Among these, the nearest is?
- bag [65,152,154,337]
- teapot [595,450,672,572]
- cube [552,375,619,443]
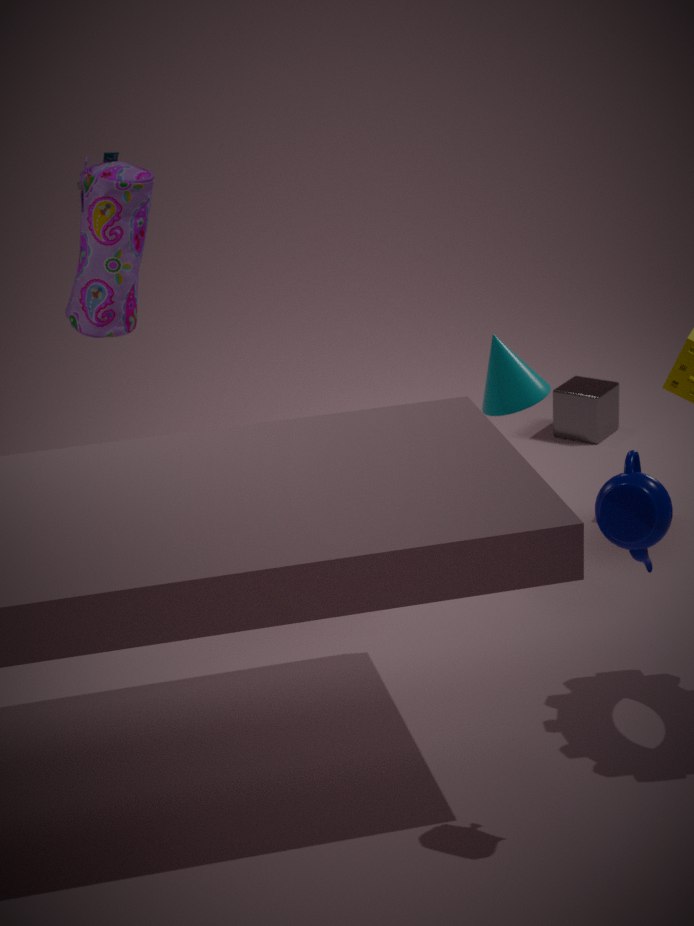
teapot [595,450,672,572]
